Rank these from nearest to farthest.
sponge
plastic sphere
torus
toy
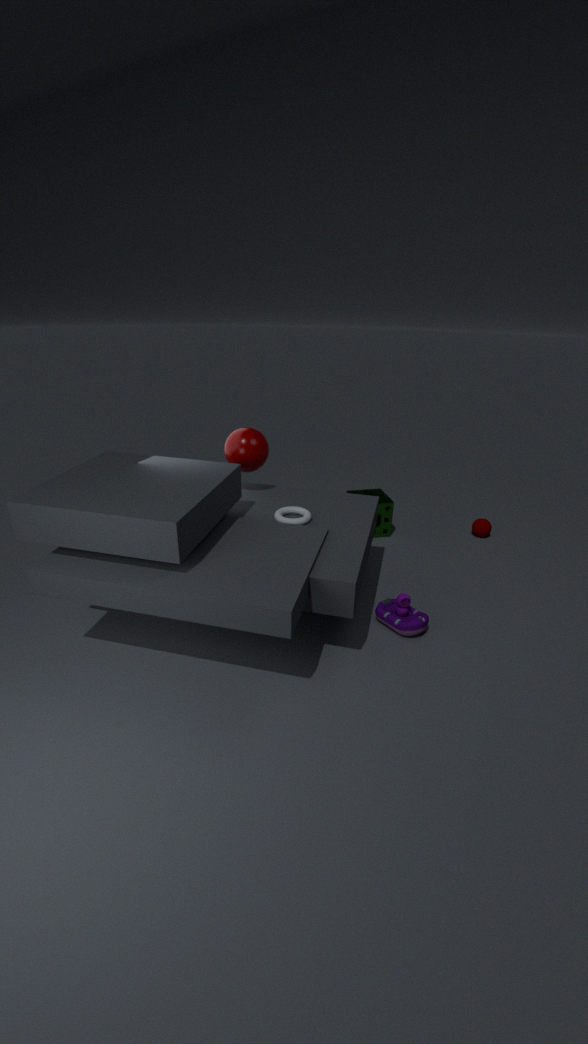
toy
torus
plastic sphere
sponge
